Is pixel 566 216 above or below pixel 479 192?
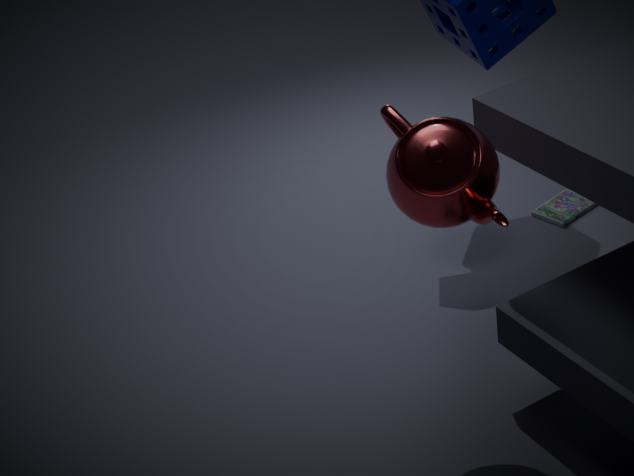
below
